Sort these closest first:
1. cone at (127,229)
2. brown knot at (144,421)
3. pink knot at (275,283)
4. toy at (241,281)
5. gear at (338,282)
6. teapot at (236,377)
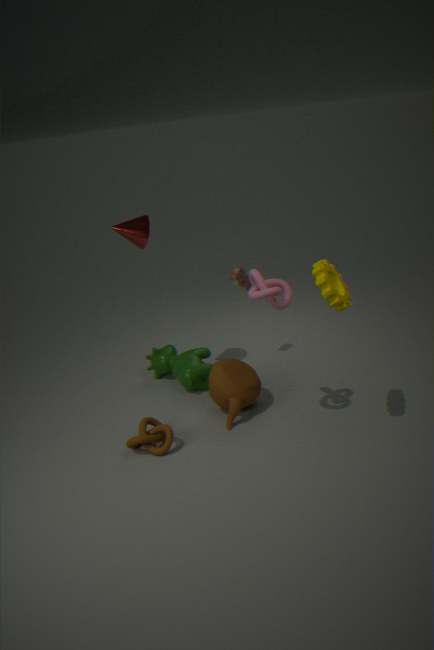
gear at (338,282), pink knot at (275,283), brown knot at (144,421), teapot at (236,377), cone at (127,229), toy at (241,281)
